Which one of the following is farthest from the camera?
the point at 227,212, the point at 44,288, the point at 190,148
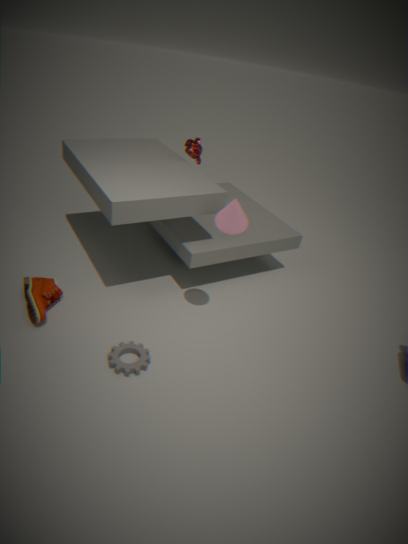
the point at 190,148
